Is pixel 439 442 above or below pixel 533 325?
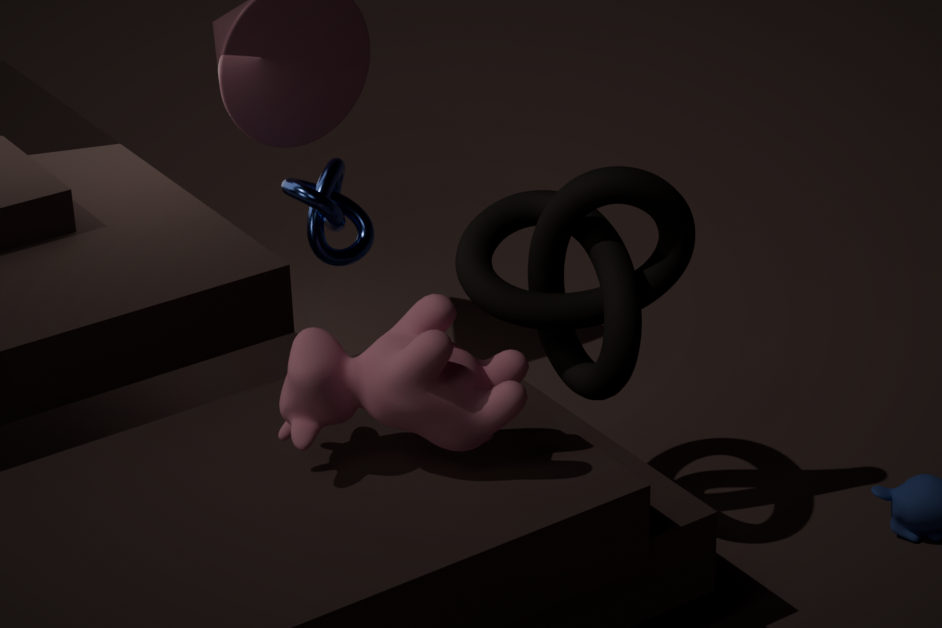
below
